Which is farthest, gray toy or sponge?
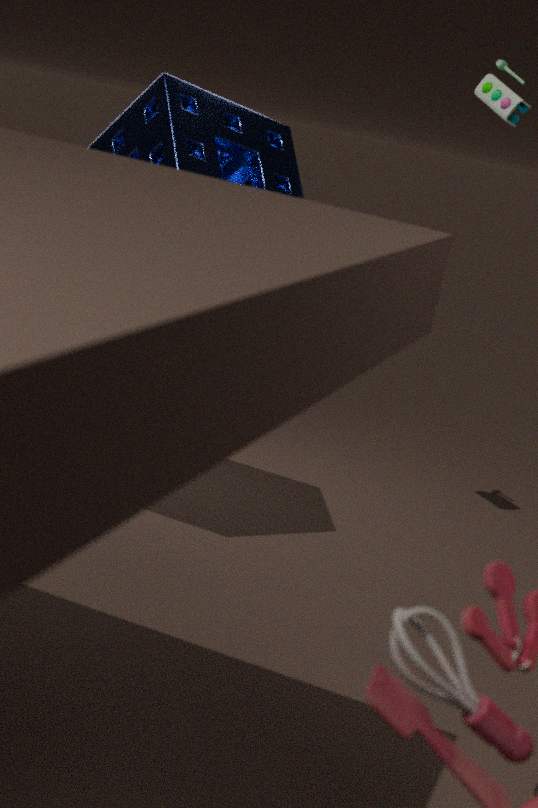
gray toy
